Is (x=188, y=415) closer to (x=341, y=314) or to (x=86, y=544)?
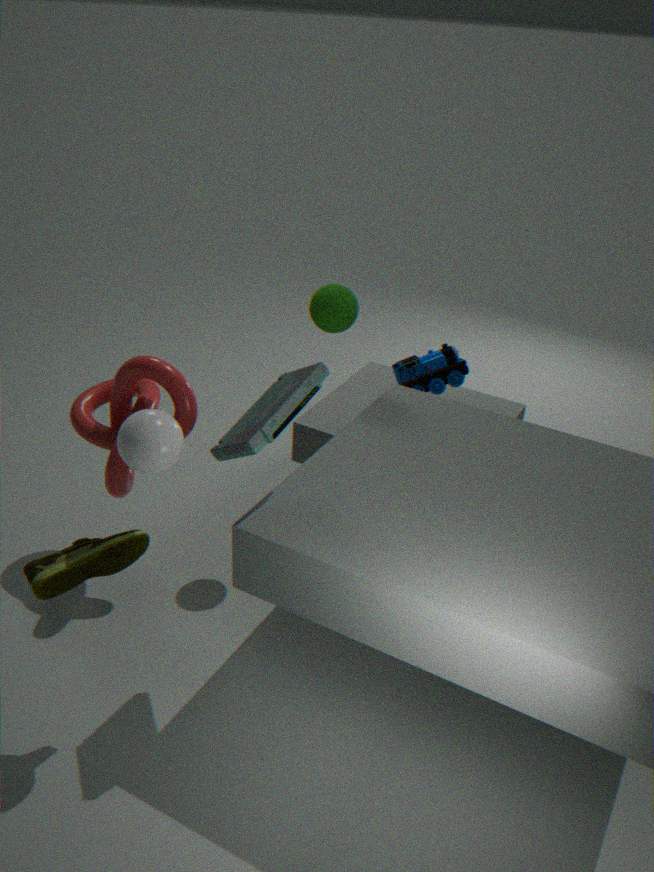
(x=86, y=544)
